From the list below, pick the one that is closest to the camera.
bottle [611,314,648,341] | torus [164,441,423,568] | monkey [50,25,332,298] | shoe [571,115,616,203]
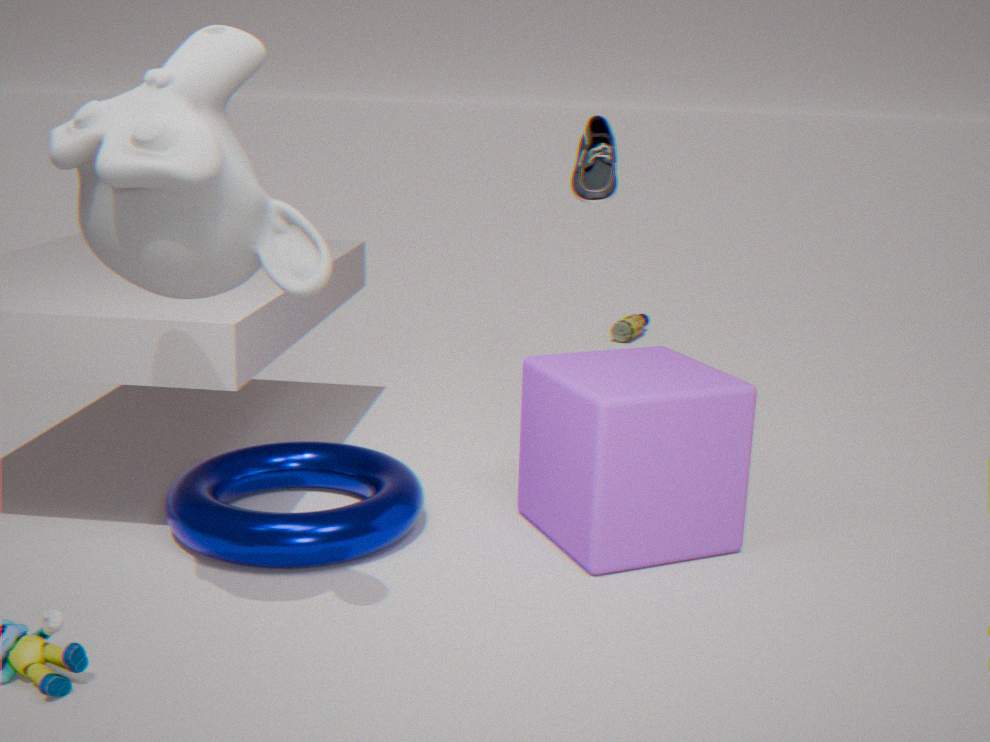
monkey [50,25,332,298]
